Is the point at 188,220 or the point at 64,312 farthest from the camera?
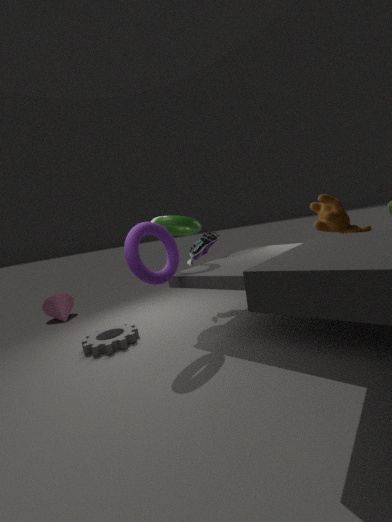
the point at 64,312
